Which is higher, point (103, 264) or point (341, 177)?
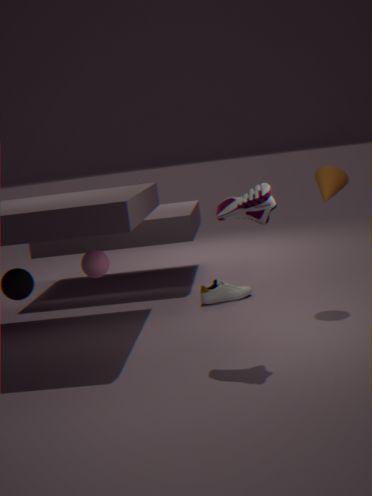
point (341, 177)
